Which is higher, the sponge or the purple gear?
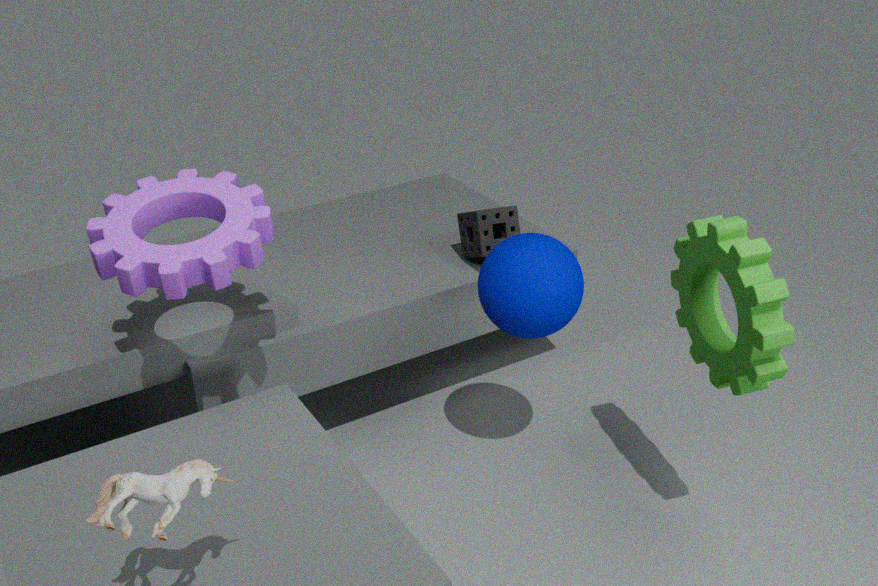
the purple gear
